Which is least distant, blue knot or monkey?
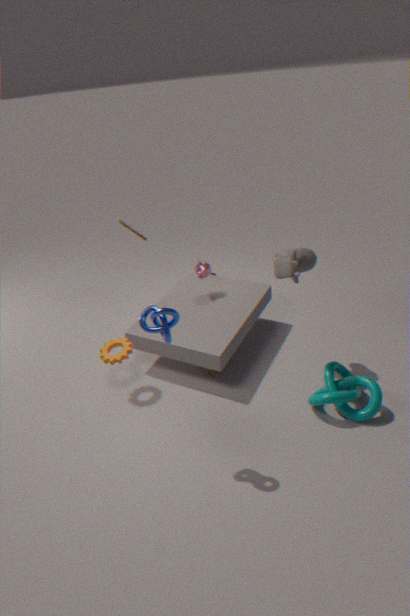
blue knot
